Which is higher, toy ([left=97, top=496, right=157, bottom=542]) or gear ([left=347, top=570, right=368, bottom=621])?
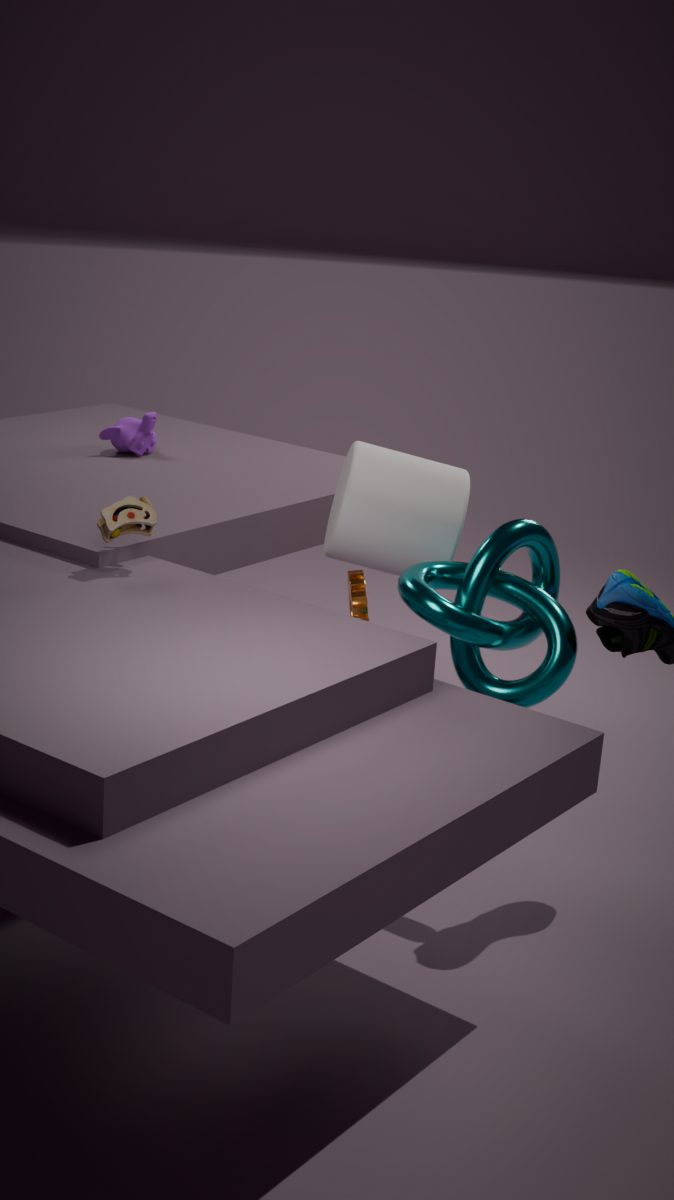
toy ([left=97, top=496, right=157, bottom=542])
